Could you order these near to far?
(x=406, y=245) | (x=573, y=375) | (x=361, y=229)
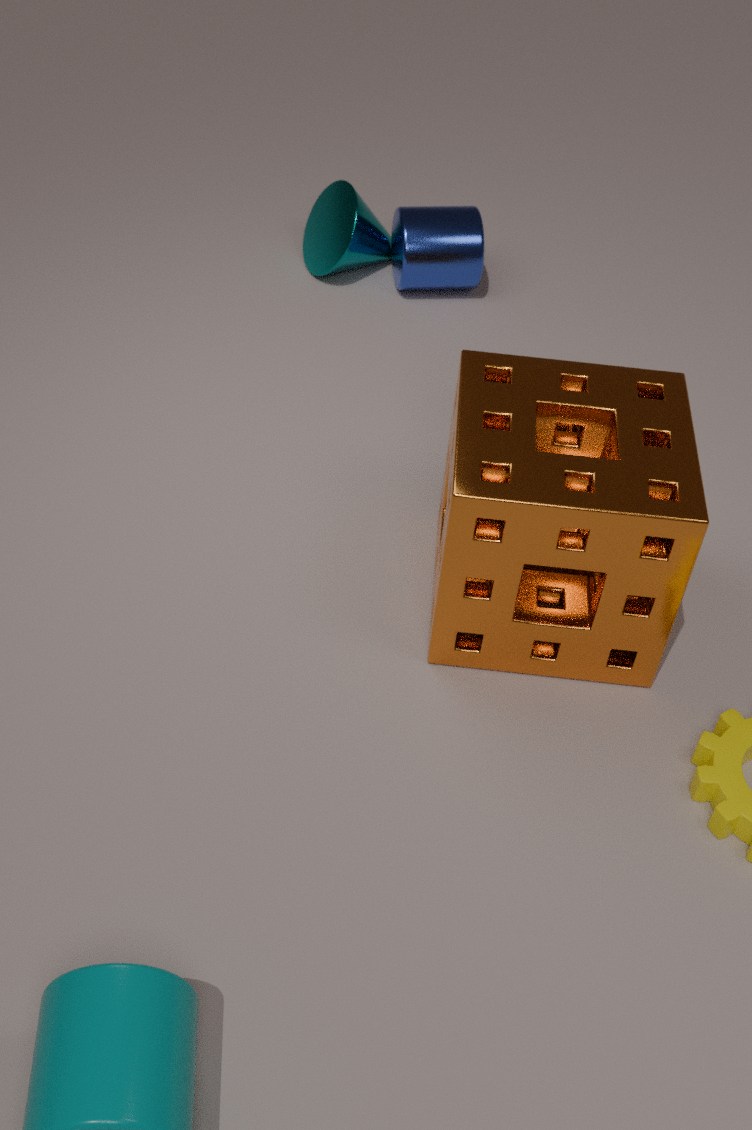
(x=573, y=375) < (x=406, y=245) < (x=361, y=229)
